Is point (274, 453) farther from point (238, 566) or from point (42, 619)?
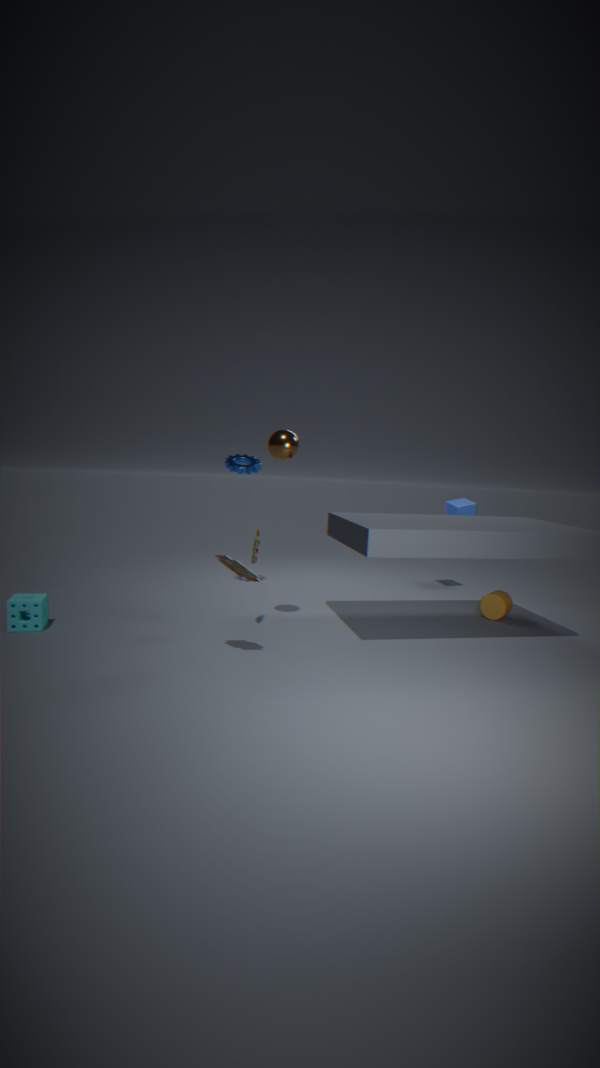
point (42, 619)
